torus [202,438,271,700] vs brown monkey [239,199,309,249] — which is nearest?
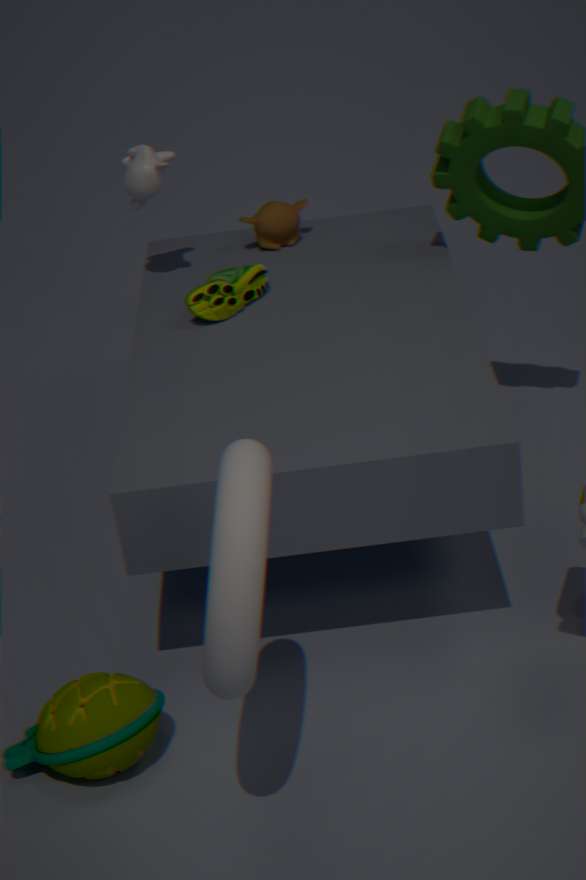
torus [202,438,271,700]
